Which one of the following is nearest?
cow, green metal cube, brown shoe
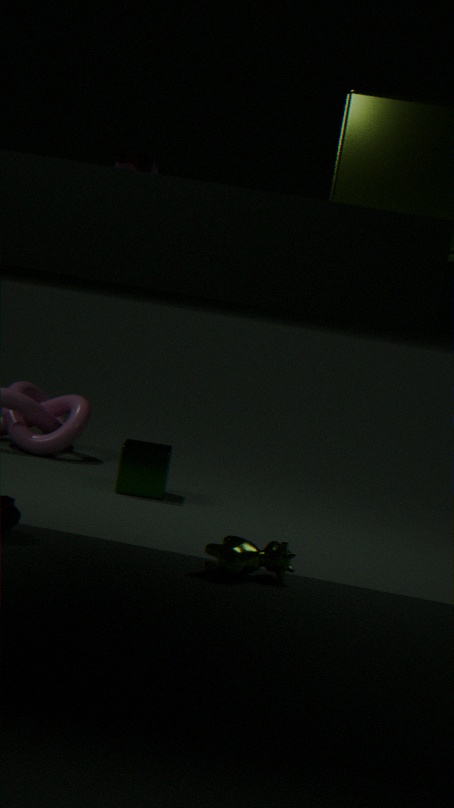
brown shoe
